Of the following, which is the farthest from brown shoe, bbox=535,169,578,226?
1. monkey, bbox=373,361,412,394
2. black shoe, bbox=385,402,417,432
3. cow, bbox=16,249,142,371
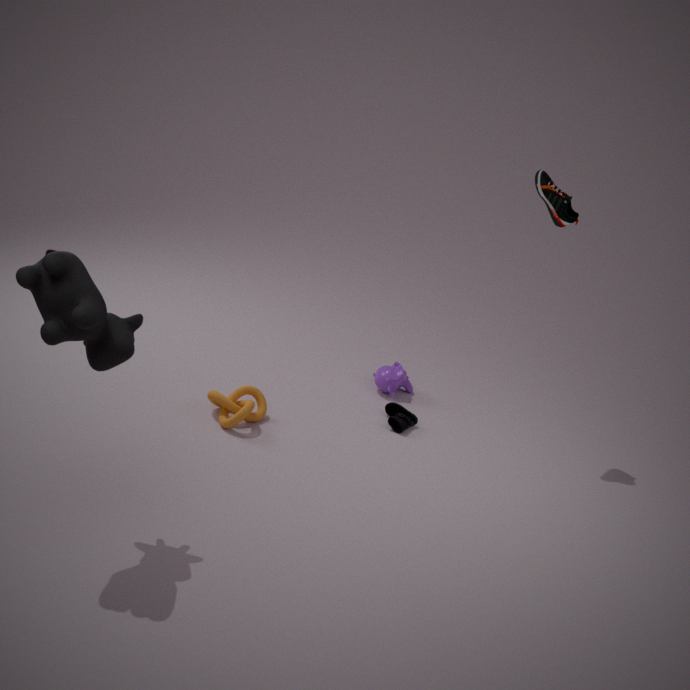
cow, bbox=16,249,142,371
